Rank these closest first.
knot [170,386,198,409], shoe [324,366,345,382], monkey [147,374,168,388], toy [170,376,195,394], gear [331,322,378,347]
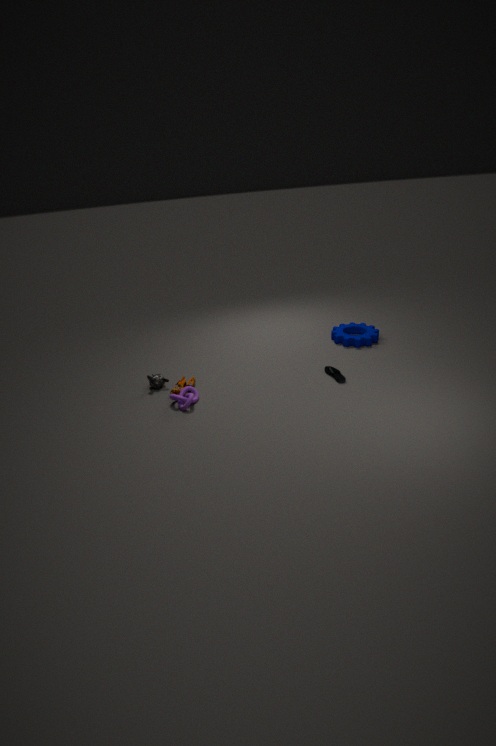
1. knot [170,386,198,409]
2. toy [170,376,195,394]
3. shoe [324,366,345,382]
4. monkey [147,374,168,388]
5. gear [331,322,378,347]
